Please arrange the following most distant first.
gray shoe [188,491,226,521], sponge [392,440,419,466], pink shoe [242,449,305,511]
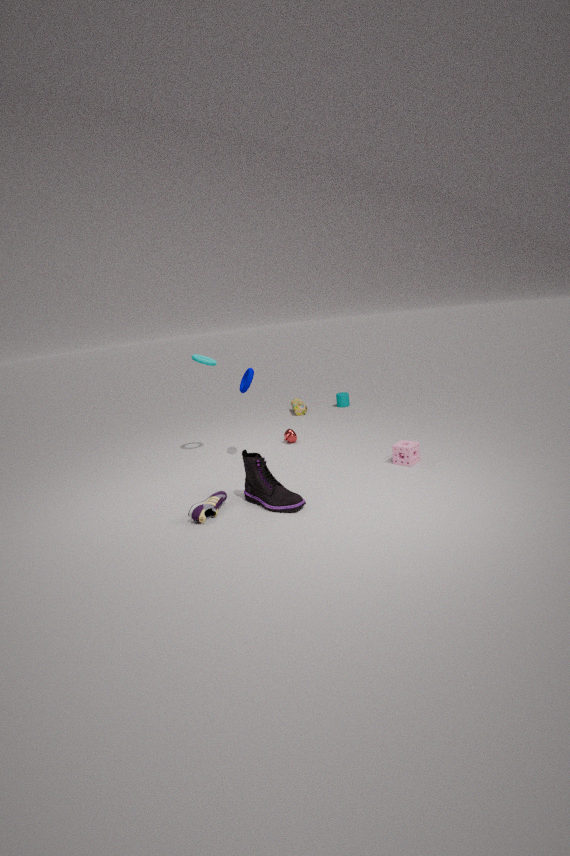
1. sponge [392,440,419,466]
2. pink shoe [242,449,305,511]
3. gray shoe [188,491,226,521]
